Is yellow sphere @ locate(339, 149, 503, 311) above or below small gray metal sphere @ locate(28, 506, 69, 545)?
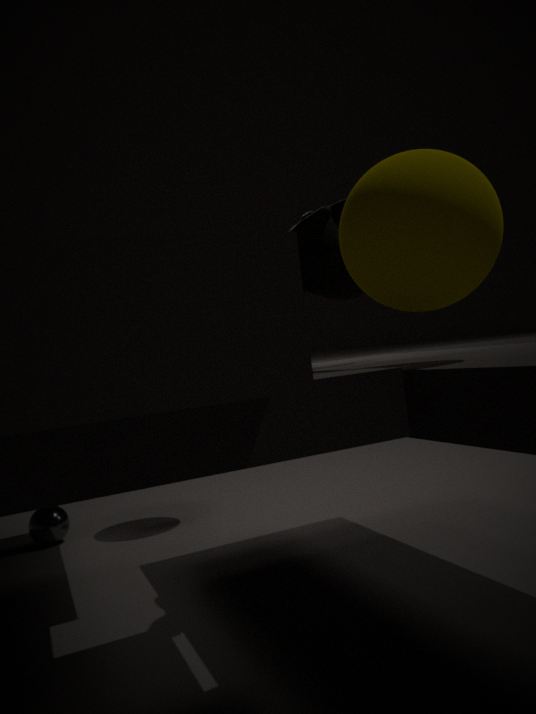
above
